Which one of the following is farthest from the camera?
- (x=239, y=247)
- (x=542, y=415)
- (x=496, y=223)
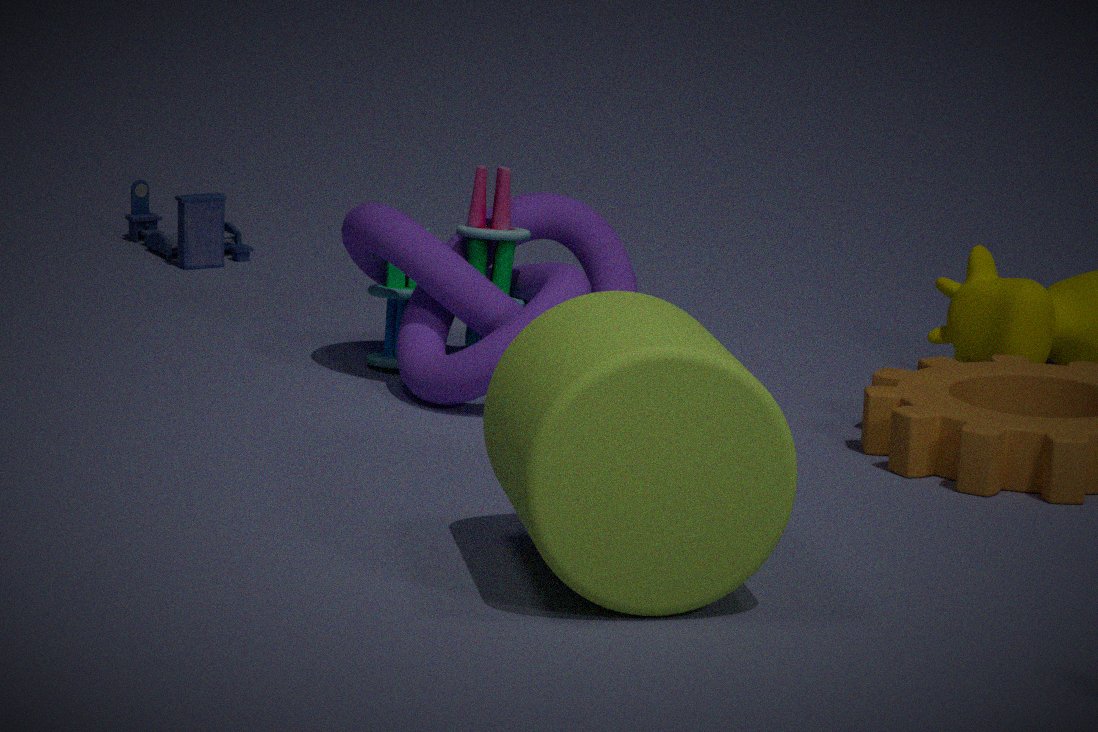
(x=239, y=247)
